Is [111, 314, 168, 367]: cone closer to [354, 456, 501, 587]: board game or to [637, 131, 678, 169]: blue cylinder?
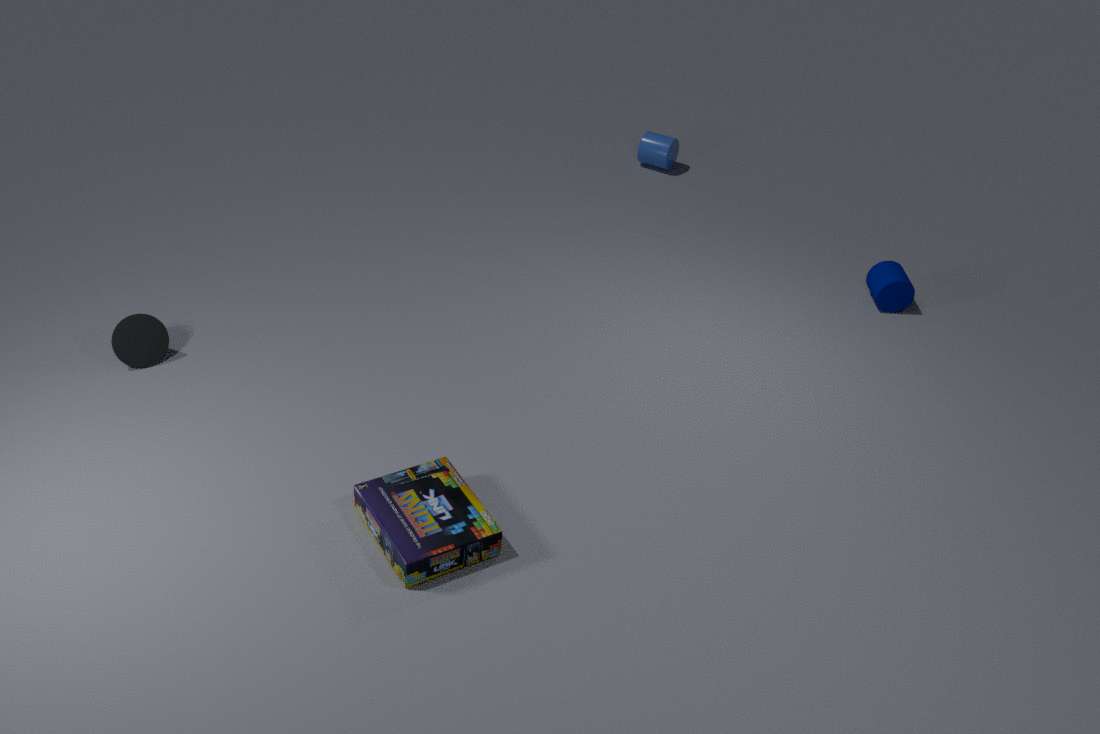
[354, 456, 501, 587]: board game
